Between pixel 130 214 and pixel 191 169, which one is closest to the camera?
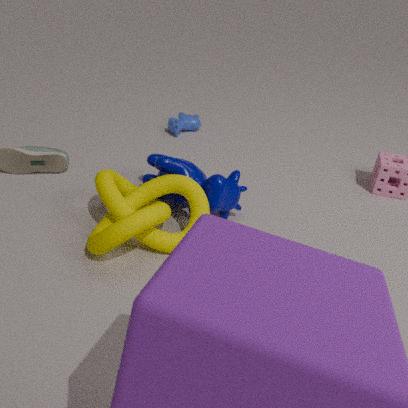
pixel 130 214
